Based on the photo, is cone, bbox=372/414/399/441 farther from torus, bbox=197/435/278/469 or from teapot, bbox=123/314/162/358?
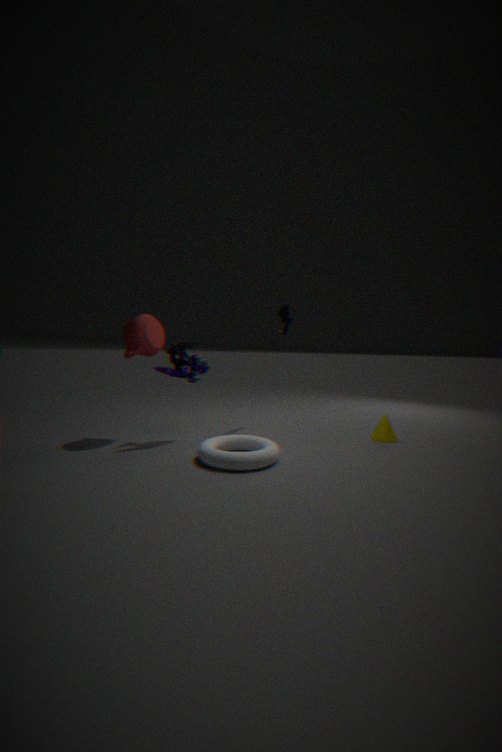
teapot, bbox=123/314/162/358
